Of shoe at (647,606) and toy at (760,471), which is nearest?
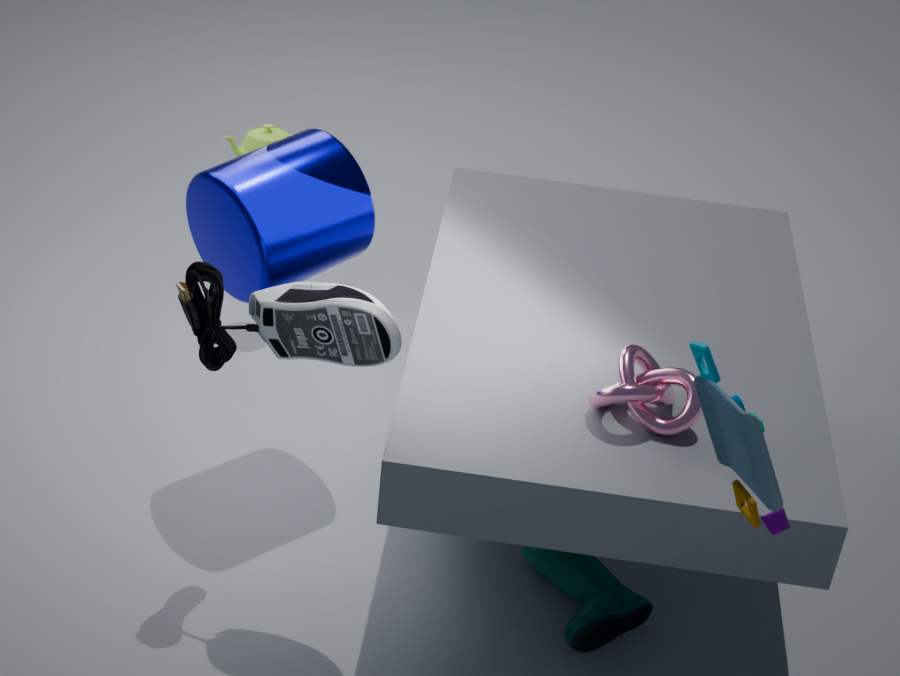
toy at (760,471)
